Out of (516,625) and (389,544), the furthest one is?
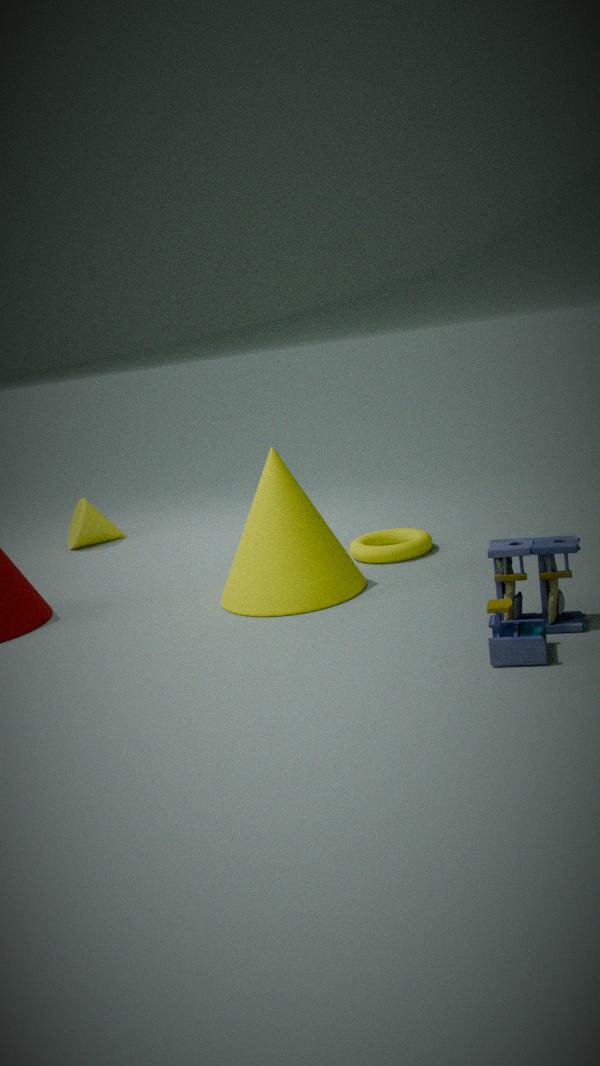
(389,544)
